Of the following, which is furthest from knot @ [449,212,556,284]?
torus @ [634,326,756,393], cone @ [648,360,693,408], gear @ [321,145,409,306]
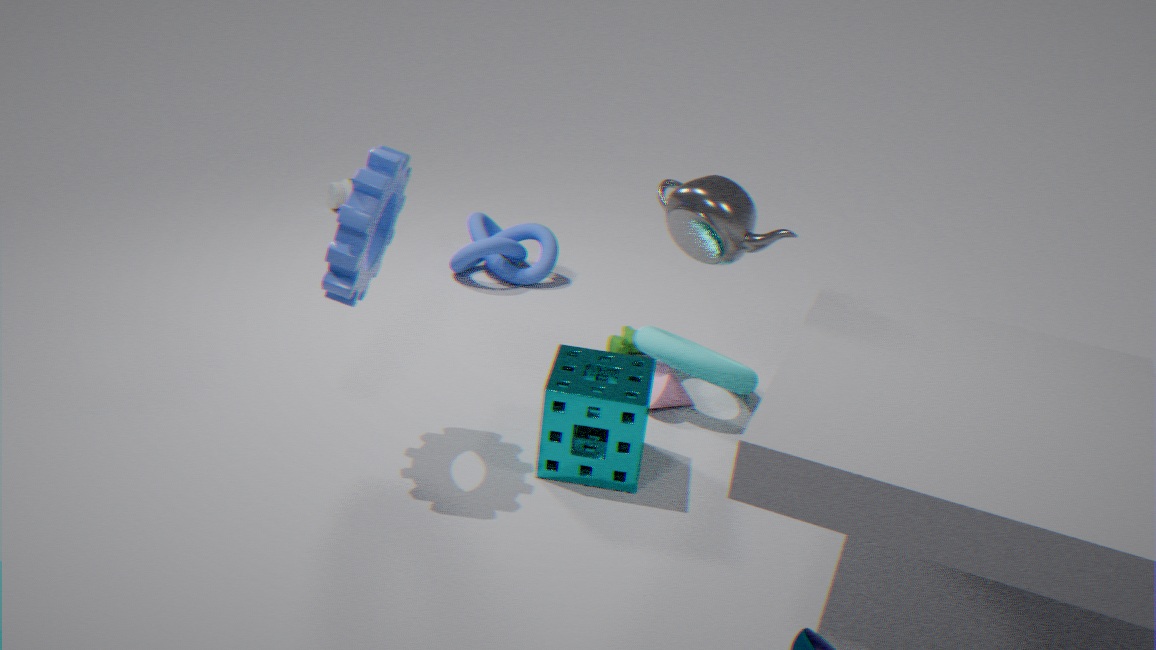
gear @ [321,145,409,306]
